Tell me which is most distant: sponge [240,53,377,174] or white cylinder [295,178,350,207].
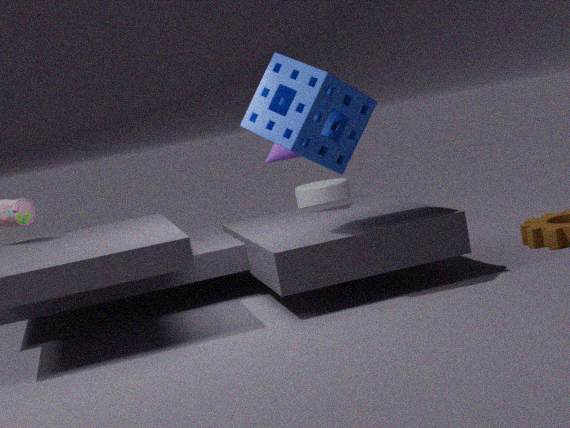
white cylinder [295,178,350,207]
